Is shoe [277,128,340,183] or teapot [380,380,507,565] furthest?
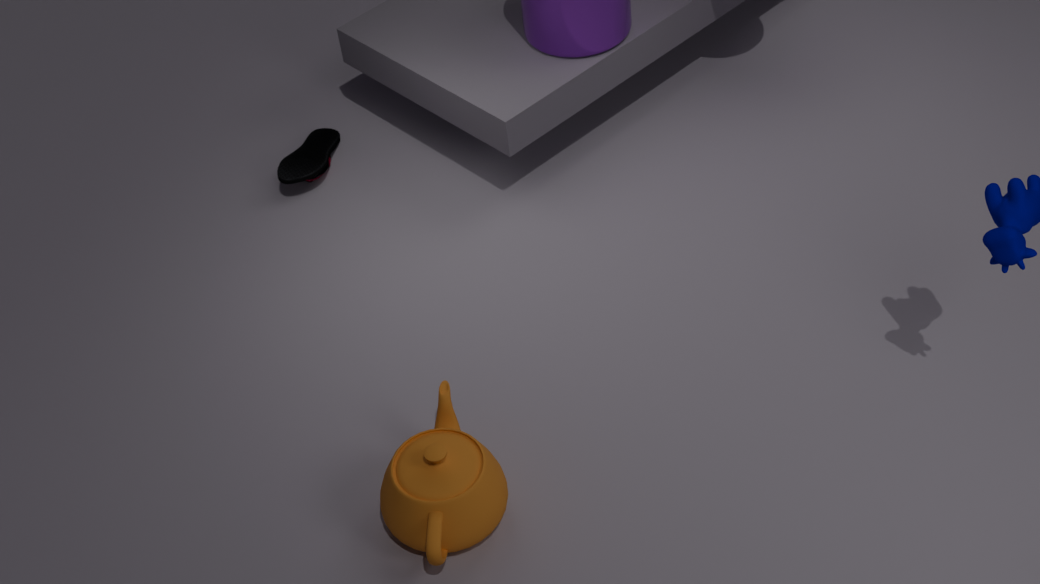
shoe [277,128,340,183]
